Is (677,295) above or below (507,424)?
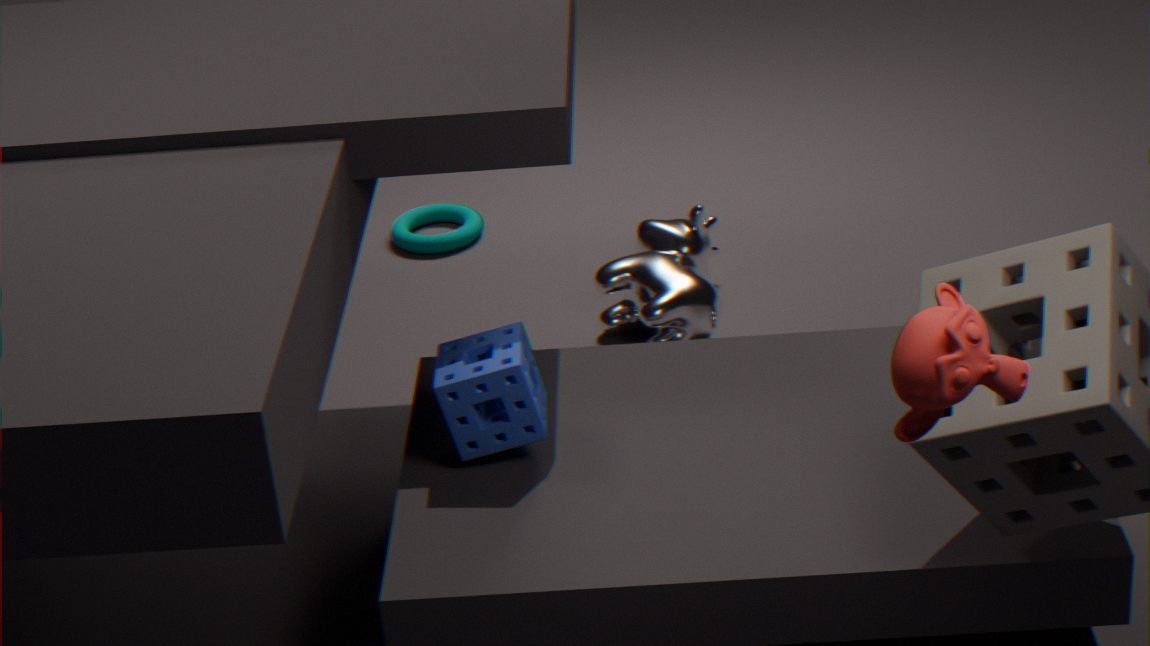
below
